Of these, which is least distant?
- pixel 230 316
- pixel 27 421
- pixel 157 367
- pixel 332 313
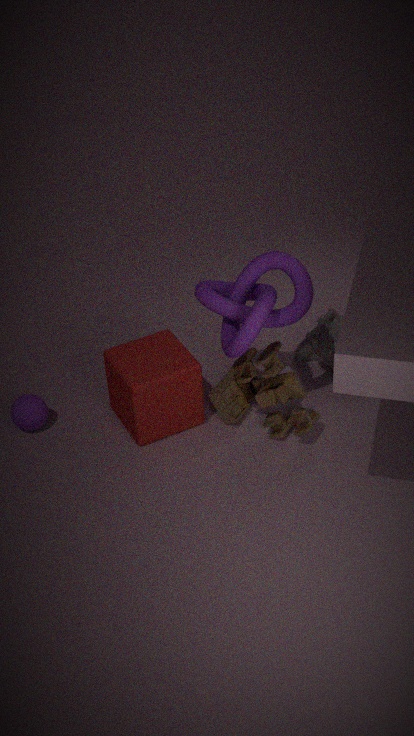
pixel 230 316
